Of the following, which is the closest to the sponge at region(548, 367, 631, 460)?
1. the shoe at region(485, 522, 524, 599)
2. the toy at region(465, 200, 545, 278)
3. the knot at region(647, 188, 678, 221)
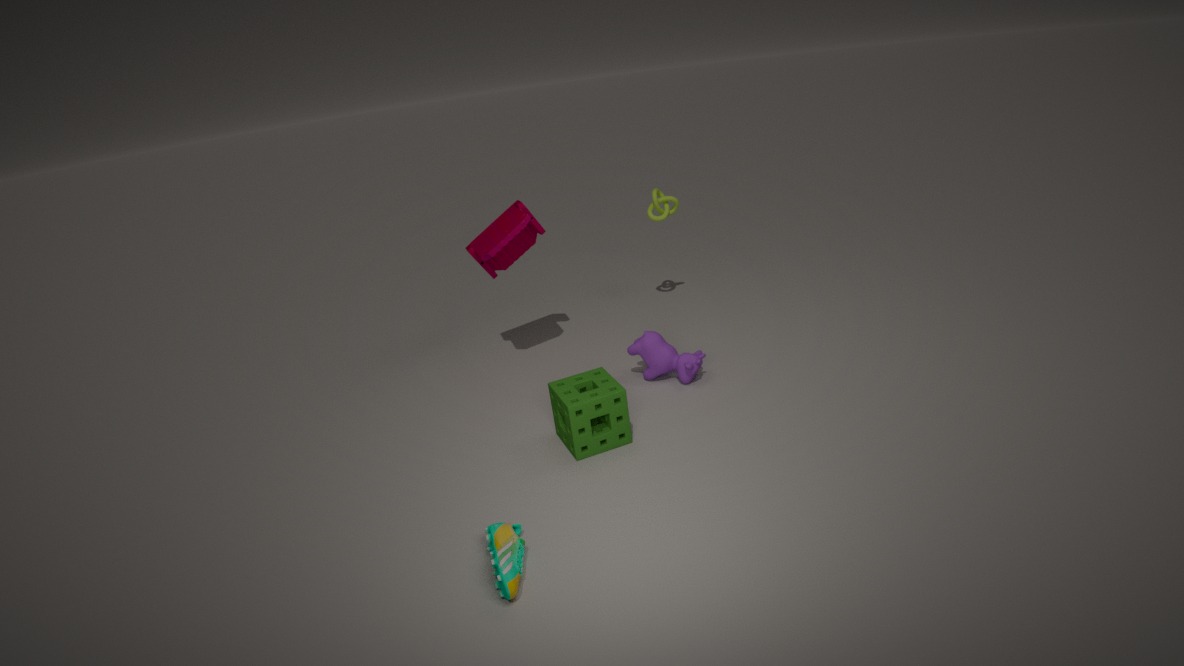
the shoe at region(485, 522, 524, 599)
